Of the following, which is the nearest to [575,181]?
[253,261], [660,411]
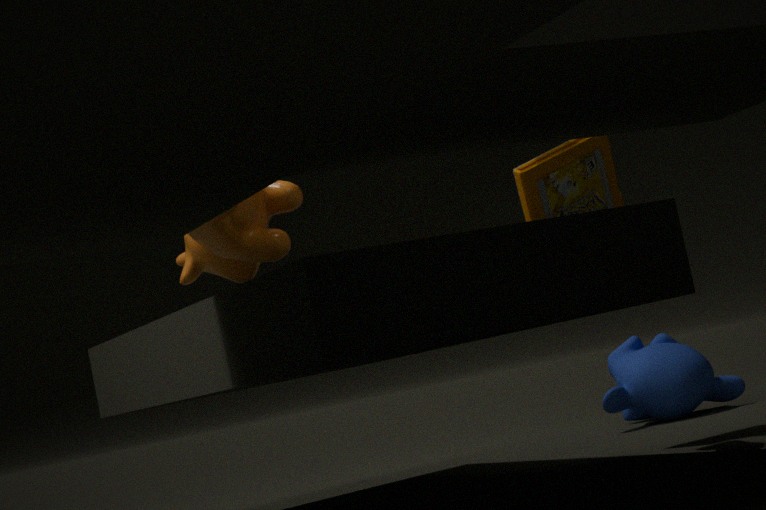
[253,261]
